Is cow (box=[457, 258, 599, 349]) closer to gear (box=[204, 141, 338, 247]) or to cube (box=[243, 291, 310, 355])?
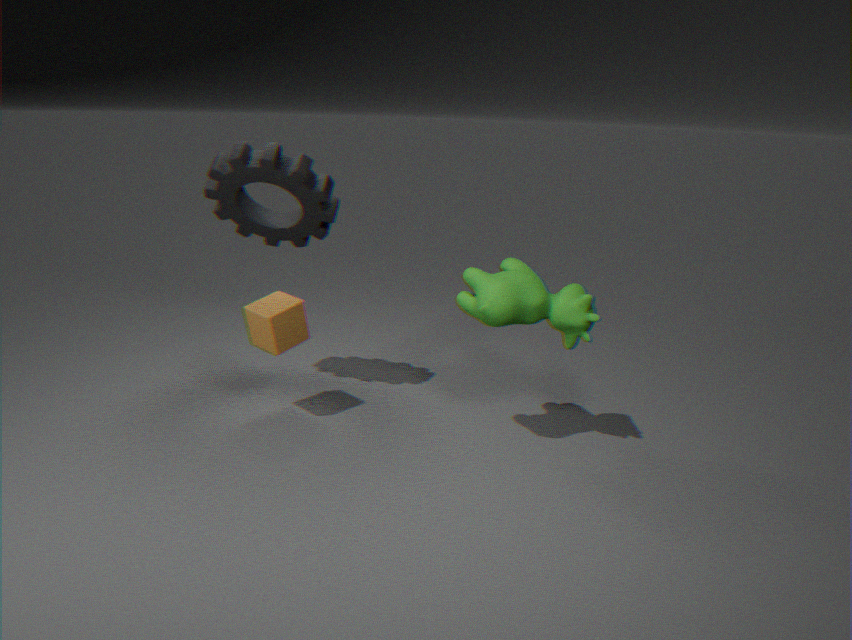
cube (box=[243, 291, 310, 355])
